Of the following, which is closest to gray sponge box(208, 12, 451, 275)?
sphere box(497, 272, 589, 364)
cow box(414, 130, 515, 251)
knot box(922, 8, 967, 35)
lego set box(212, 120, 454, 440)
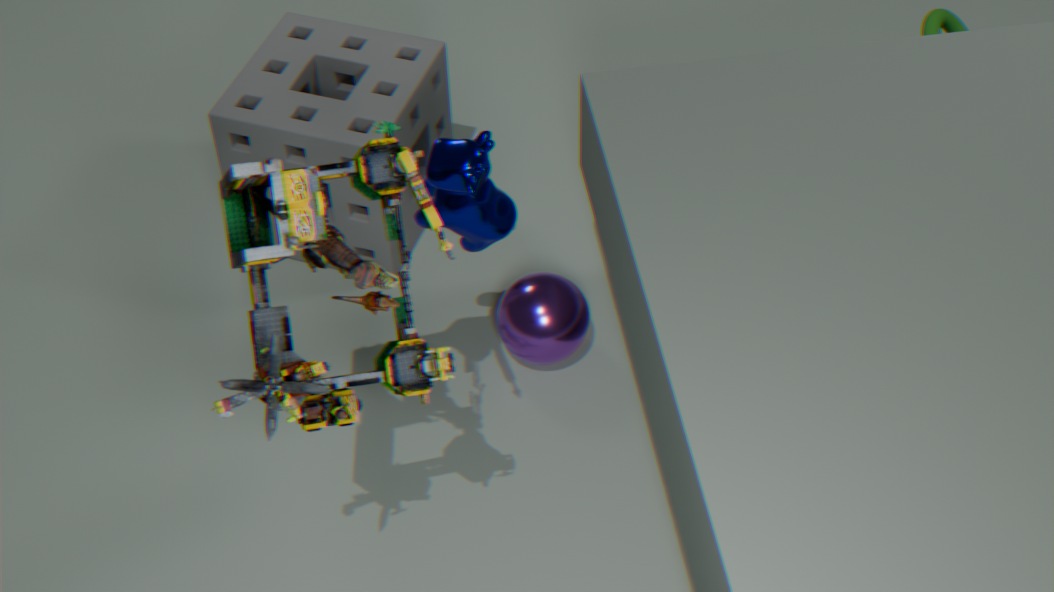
sphere box(497, 272, 589, 364)
